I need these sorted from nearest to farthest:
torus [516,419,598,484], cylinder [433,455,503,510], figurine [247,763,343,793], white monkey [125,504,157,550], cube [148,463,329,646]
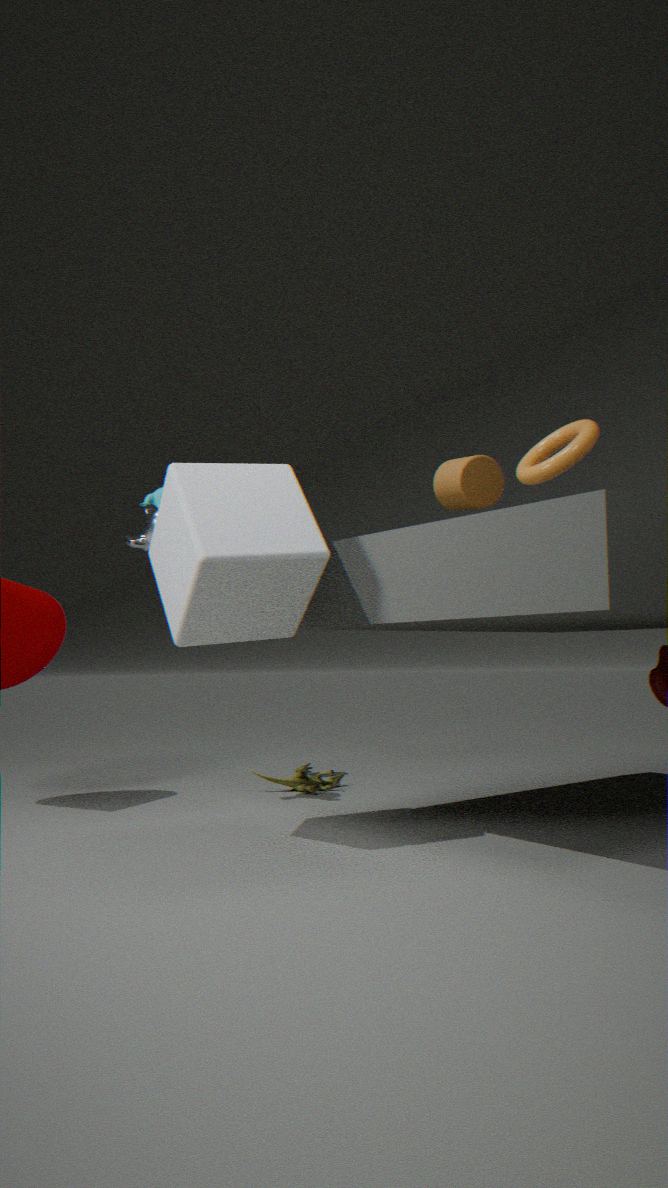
cube [148,463,329,646] < torus [516,419,598,484] < cylinder [433,455,503,510] < white monkey [125,504,157,550] < figurine [247,763,343,793]
